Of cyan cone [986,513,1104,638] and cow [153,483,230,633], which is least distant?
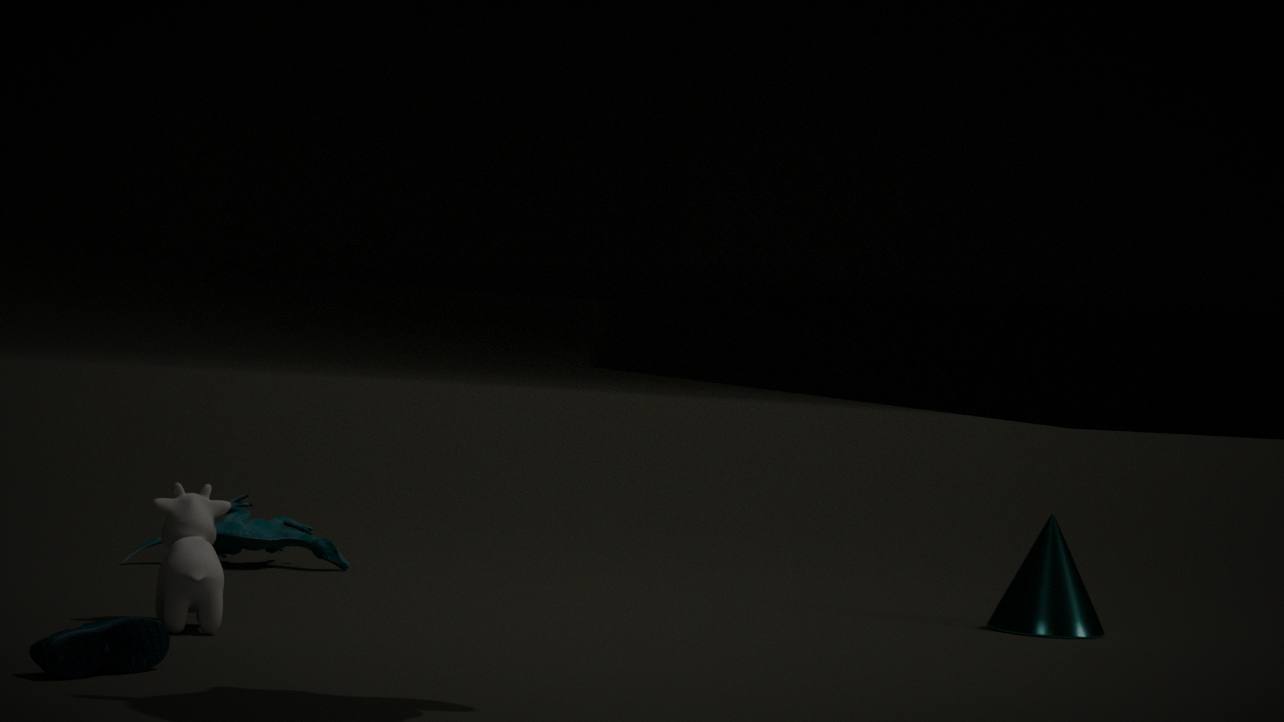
cow [153,483,230,633]
